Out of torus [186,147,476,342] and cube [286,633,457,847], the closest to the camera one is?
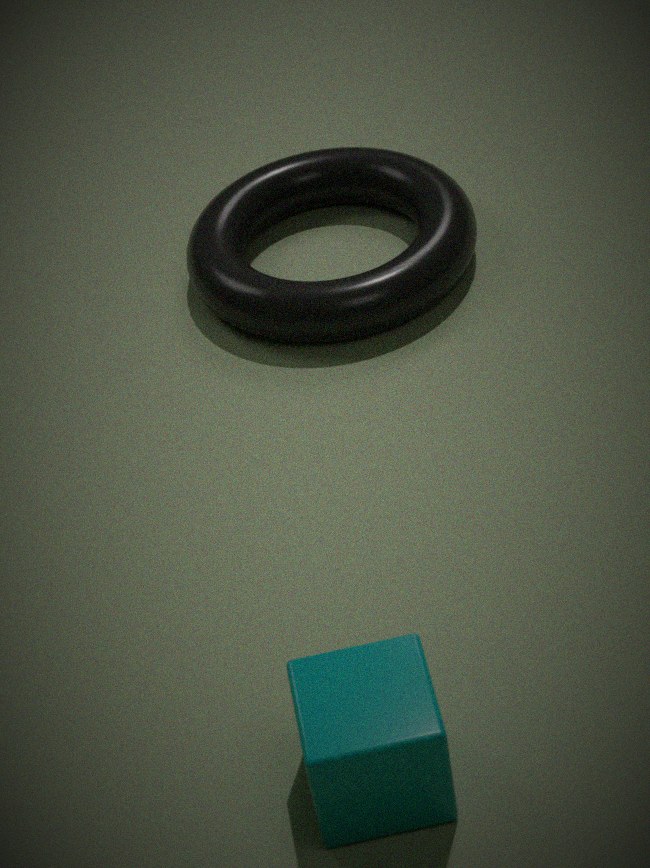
cube [286,633,457,847]
